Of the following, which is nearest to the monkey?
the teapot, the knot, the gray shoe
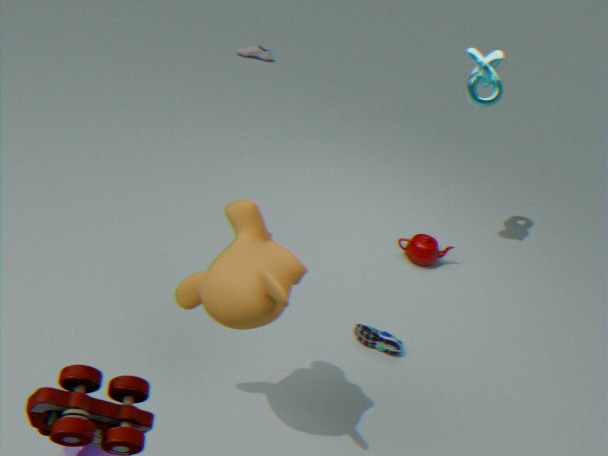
the teapot
